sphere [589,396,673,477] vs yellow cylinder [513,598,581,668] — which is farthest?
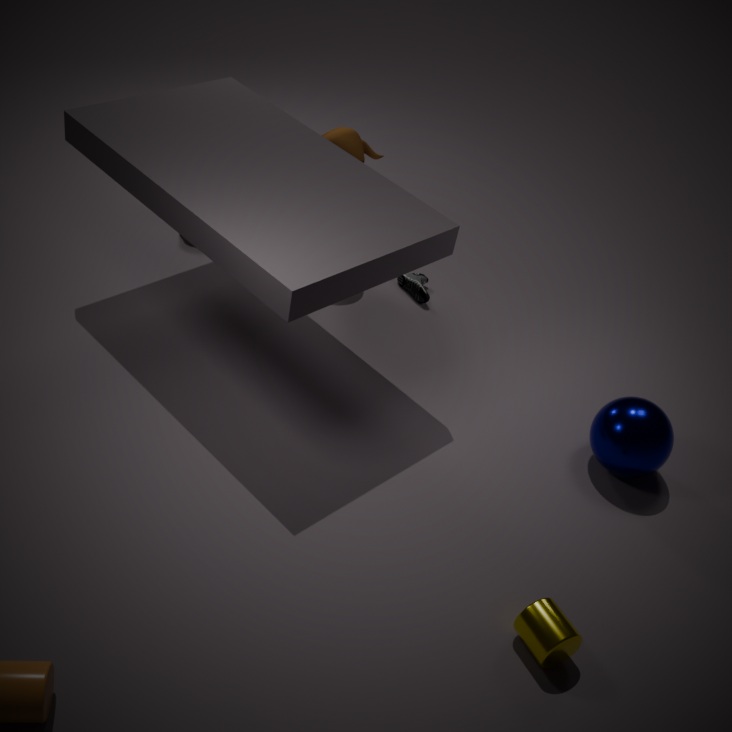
sphere [589,396,673,477]
